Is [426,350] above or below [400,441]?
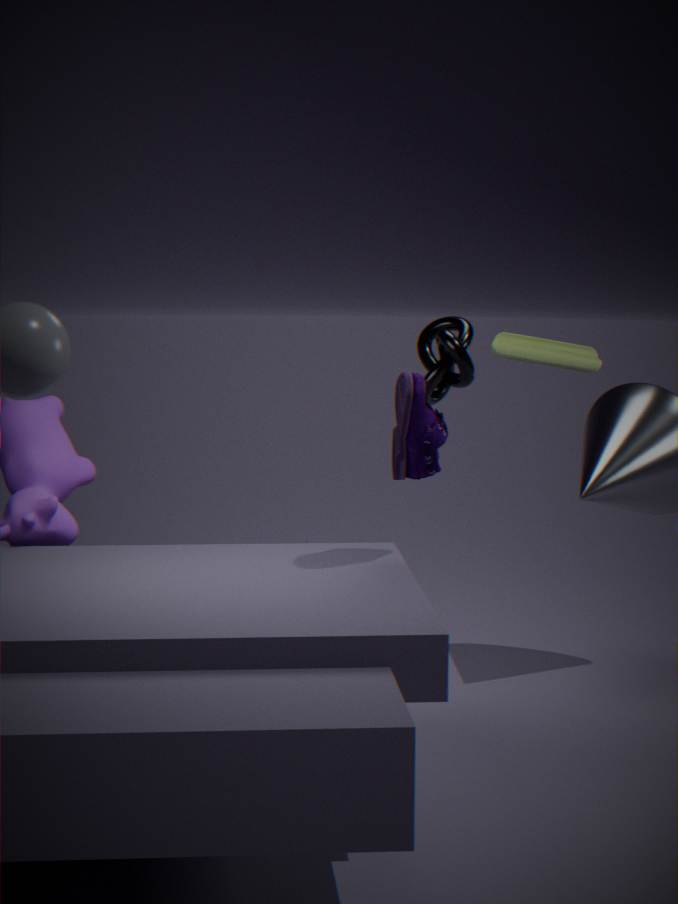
above
